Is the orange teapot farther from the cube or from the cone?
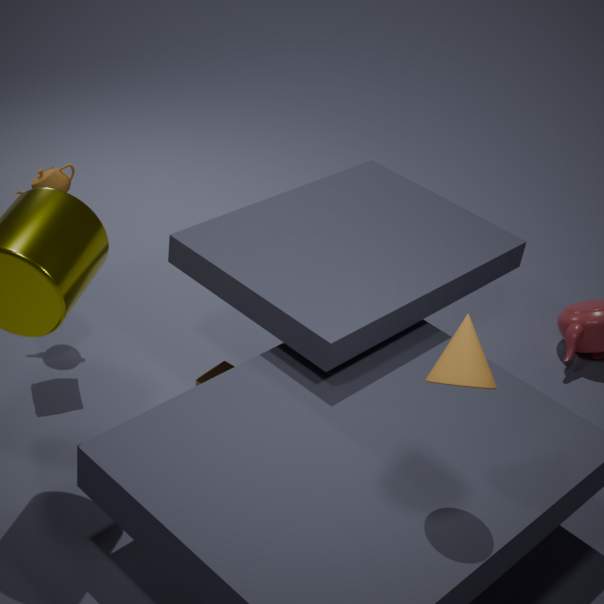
the cone
